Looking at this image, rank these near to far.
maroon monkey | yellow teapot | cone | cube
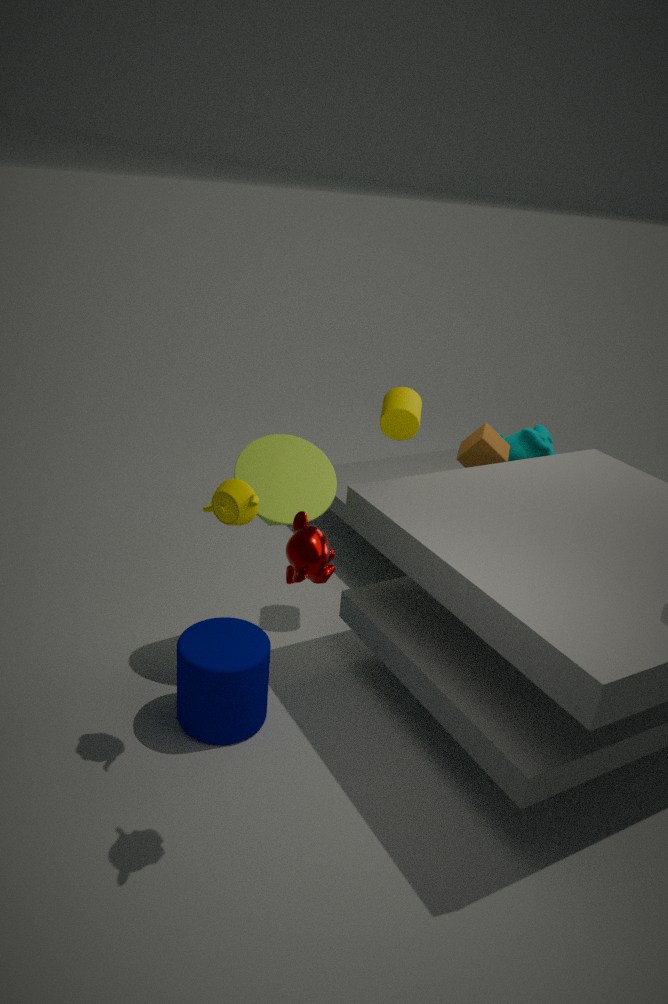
1. maroon monkey
2. yellow teapot
3. cone
4. cube
